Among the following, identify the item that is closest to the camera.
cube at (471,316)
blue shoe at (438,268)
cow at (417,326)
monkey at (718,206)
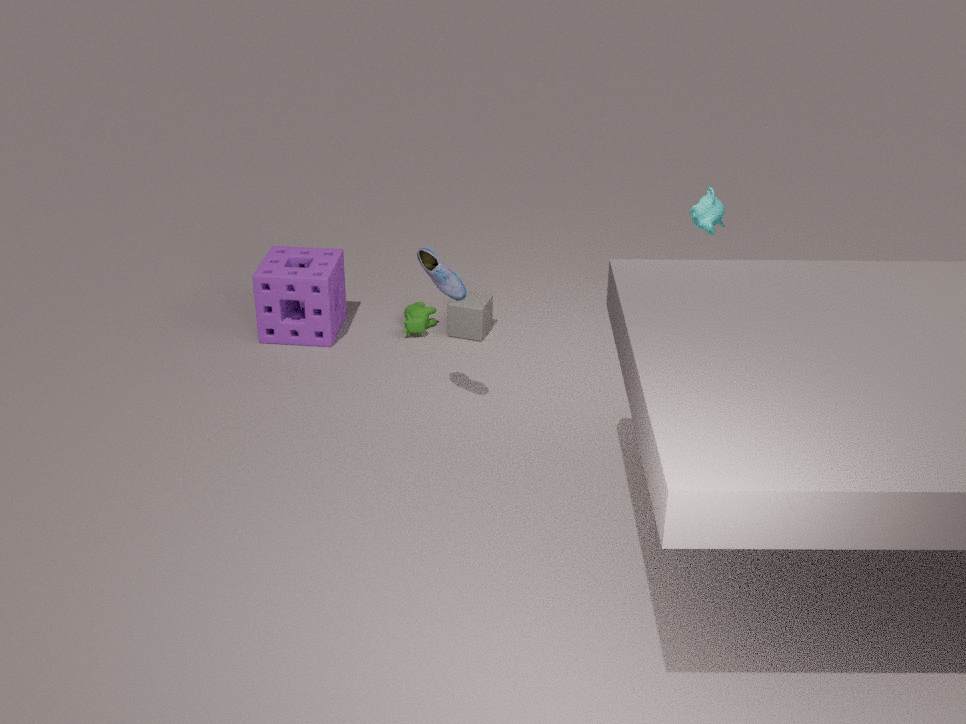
blue shoe at (438,268)
